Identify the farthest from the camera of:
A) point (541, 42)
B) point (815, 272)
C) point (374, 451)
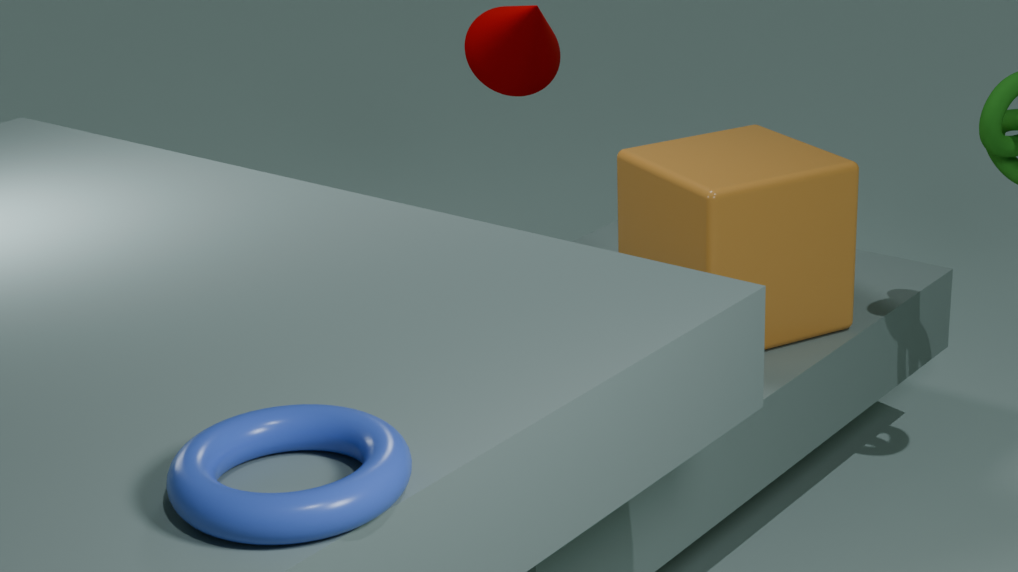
point (541, 42)
